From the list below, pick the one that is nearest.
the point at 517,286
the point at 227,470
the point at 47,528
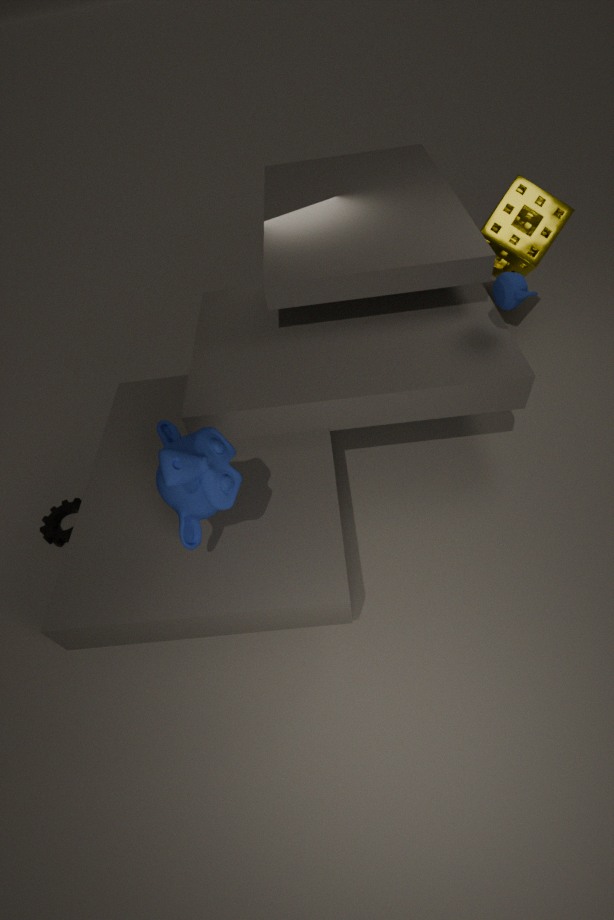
the point at 227,470
